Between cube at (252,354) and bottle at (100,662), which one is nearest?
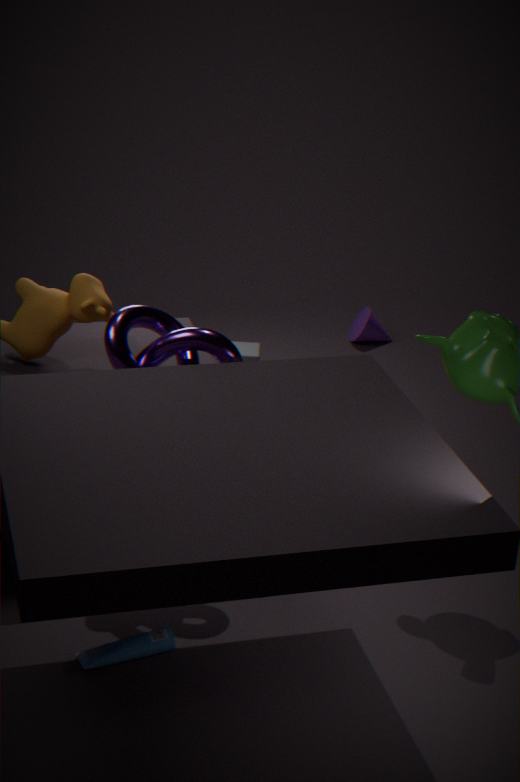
bottle at (100,662)
